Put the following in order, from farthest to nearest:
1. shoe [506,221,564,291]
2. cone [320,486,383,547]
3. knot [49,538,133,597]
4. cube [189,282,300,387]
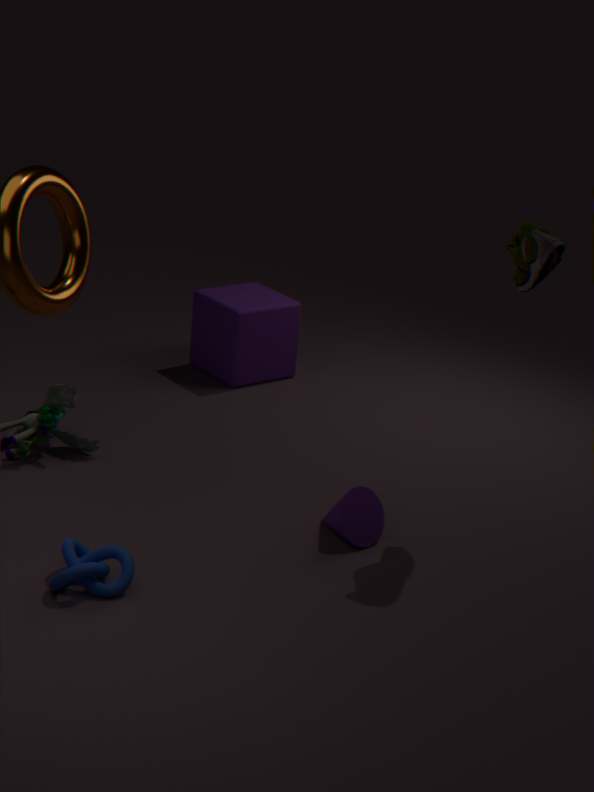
cube [189,282,300,387] → cone [320,486,383,547] → shoe [506,221,564,291] → knot [49,538,133,597]
